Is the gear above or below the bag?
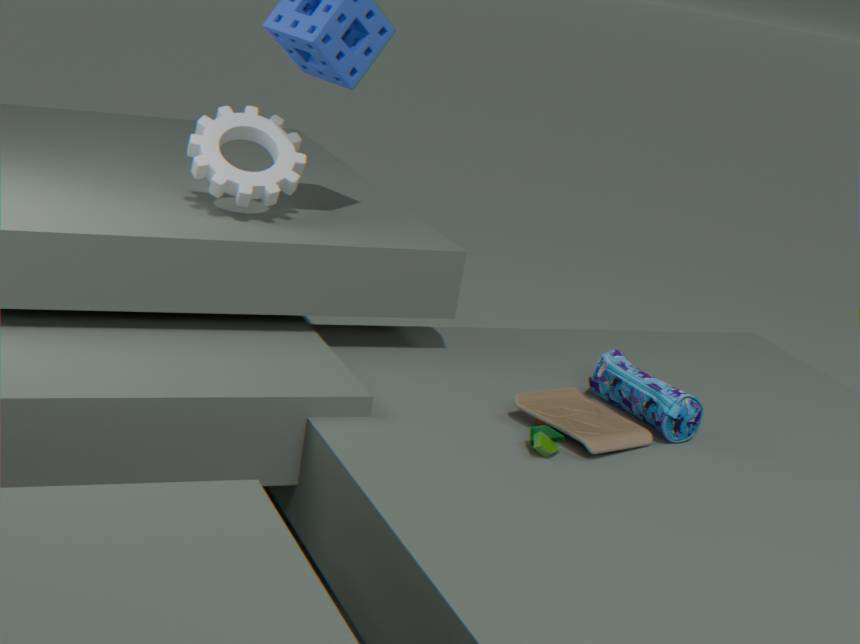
above
